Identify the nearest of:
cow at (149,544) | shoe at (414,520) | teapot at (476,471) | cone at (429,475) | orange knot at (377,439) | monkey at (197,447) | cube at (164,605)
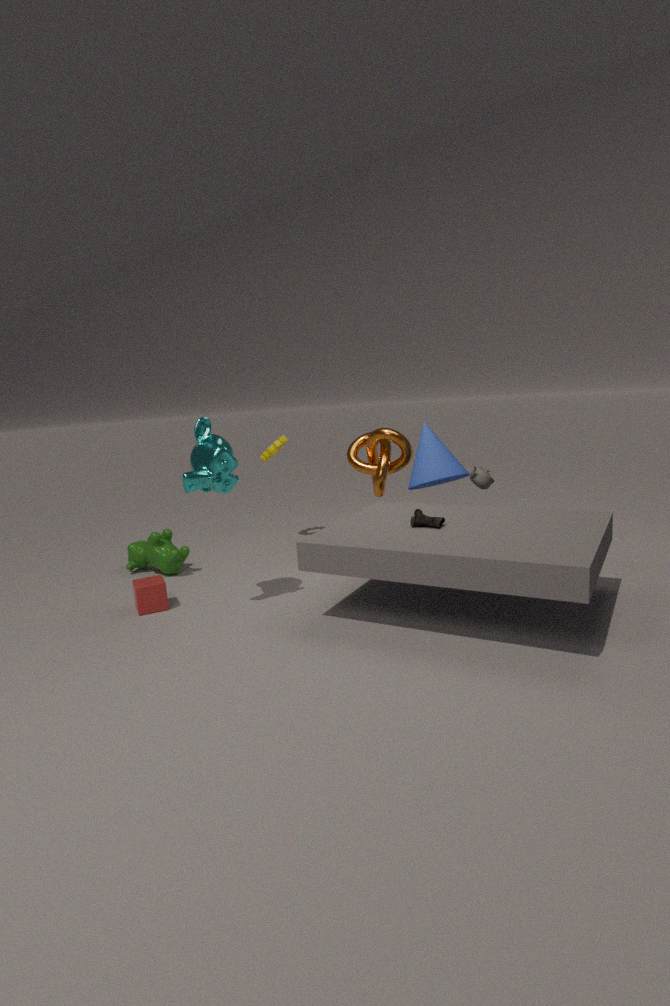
monkey at (197,447)
